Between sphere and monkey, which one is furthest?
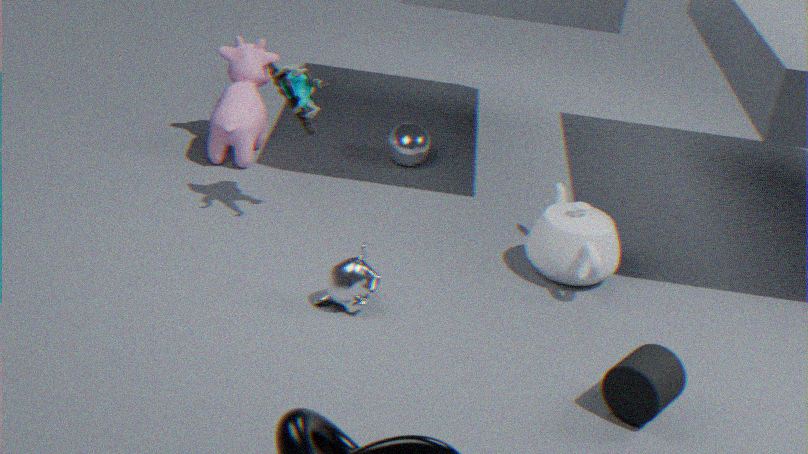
sphere
